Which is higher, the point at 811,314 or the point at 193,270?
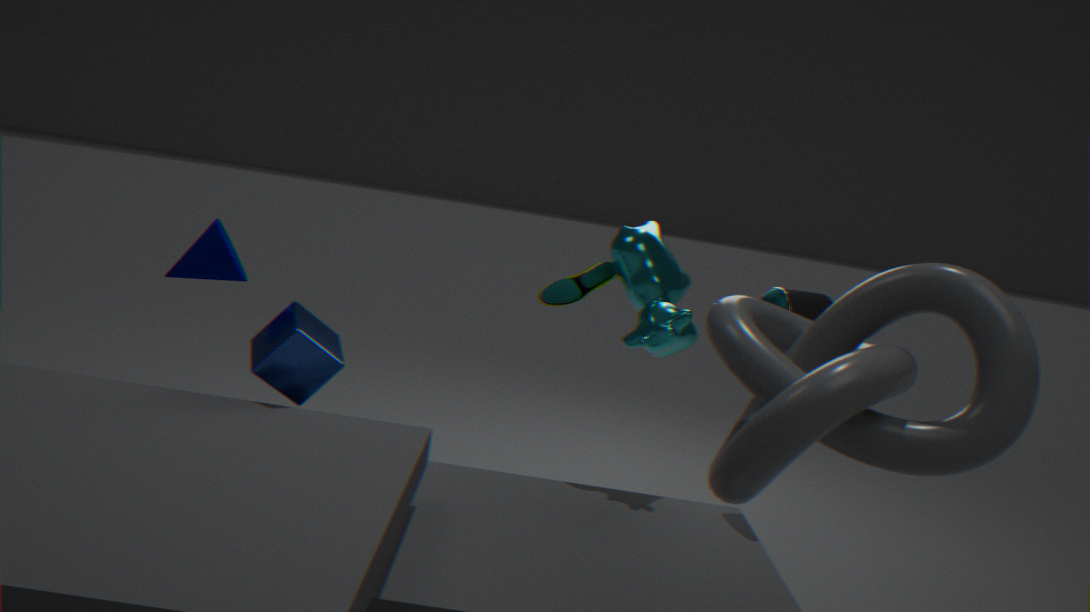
the point at 811,314
